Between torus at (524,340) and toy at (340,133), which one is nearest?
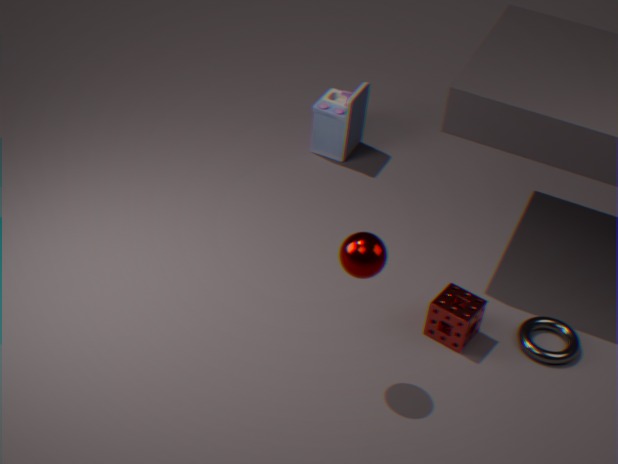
torus at (524,340)
